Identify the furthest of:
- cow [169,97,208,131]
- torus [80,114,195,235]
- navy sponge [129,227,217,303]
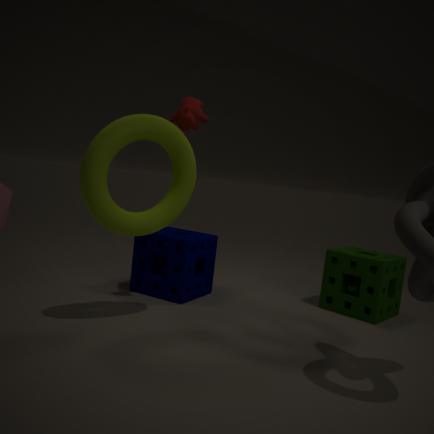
navy sponge [129,227,217,303]
